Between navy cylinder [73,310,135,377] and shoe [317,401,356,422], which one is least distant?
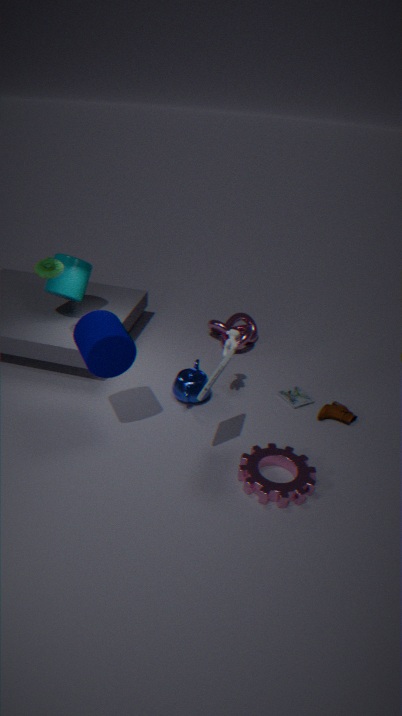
navy cylinder [73,310,135,377]
